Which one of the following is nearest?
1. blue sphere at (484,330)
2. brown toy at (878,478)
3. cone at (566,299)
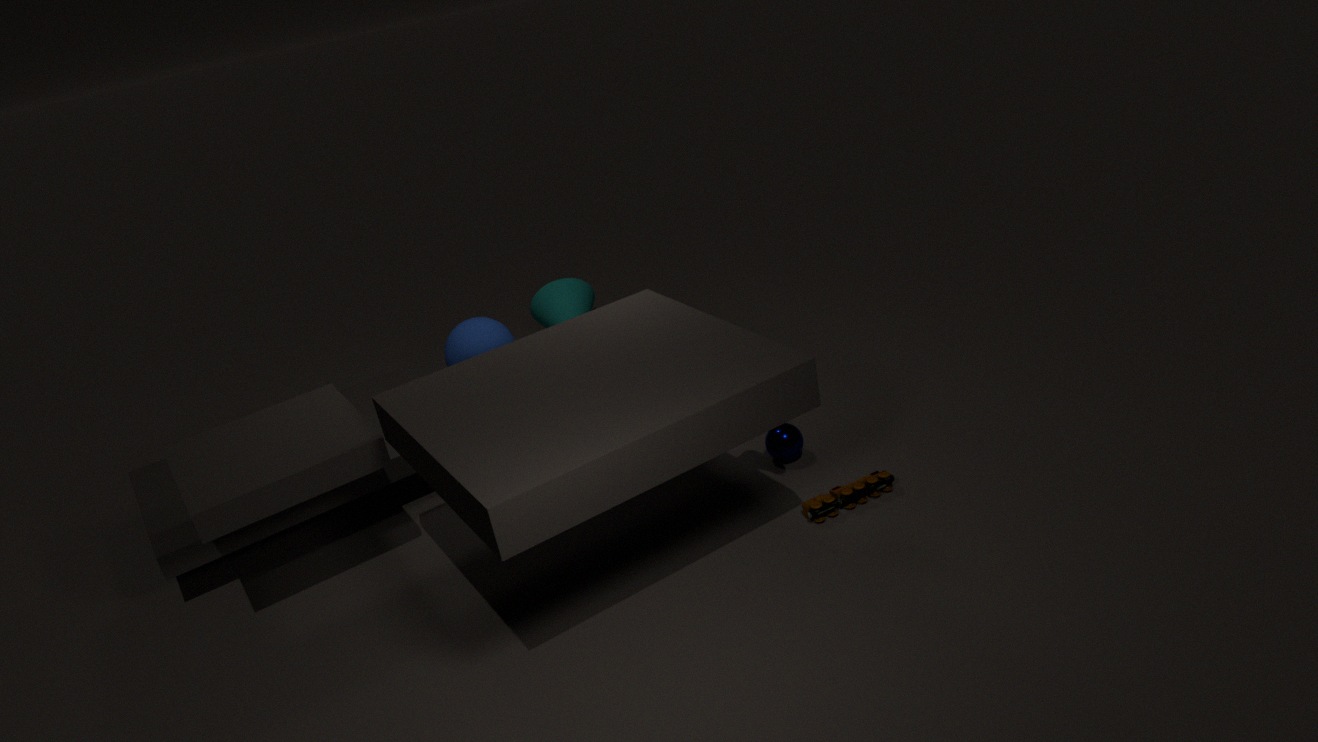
brown toy at (878,478)
